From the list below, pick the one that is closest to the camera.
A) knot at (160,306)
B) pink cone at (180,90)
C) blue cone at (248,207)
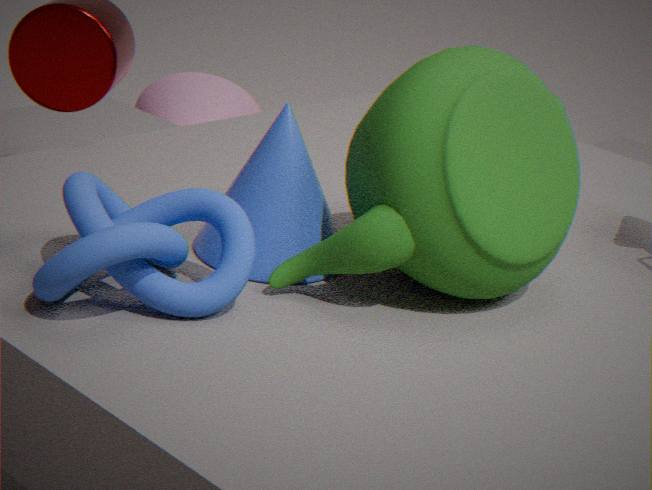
knot at (160,306)
